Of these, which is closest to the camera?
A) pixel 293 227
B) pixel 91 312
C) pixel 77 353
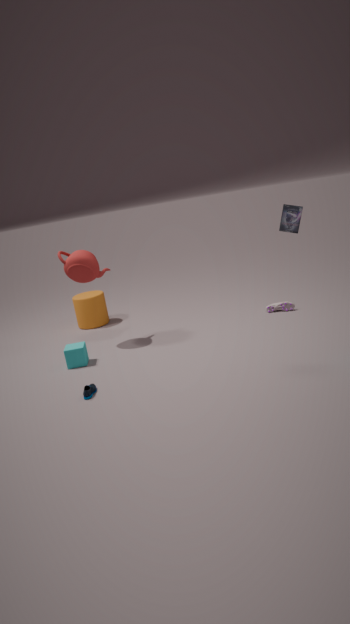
pixel 293 227
